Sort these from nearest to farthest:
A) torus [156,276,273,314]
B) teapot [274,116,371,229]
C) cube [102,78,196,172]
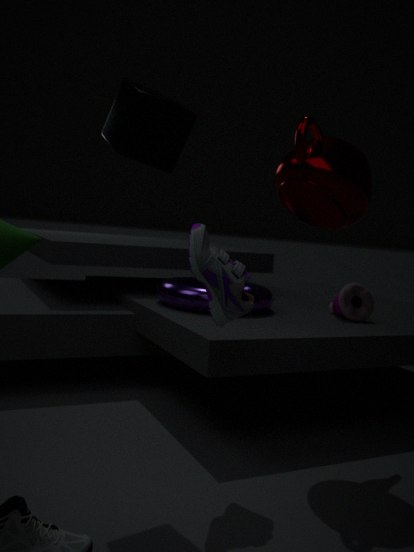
cube [102,78,196,172], teapot [274,116,371,229], torus [156,276,273,314]
